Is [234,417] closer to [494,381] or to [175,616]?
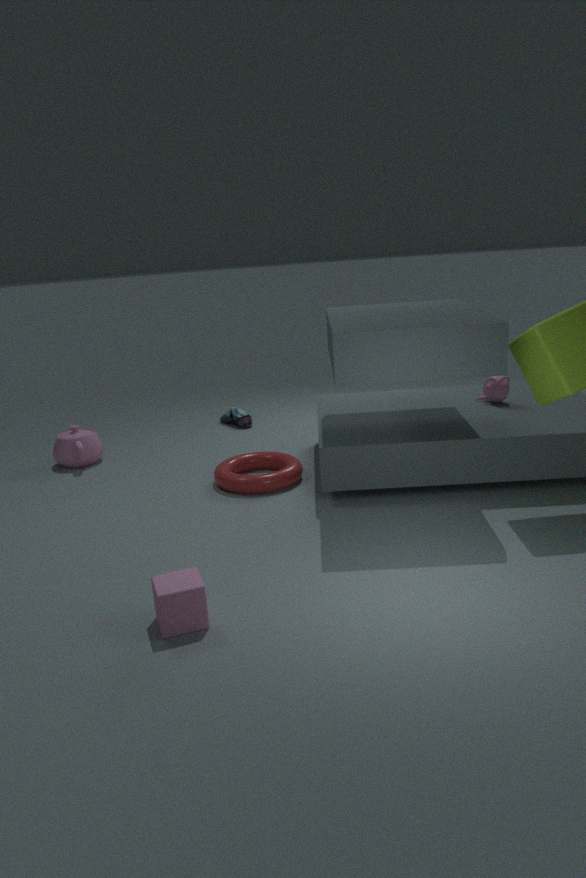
[494,381]
